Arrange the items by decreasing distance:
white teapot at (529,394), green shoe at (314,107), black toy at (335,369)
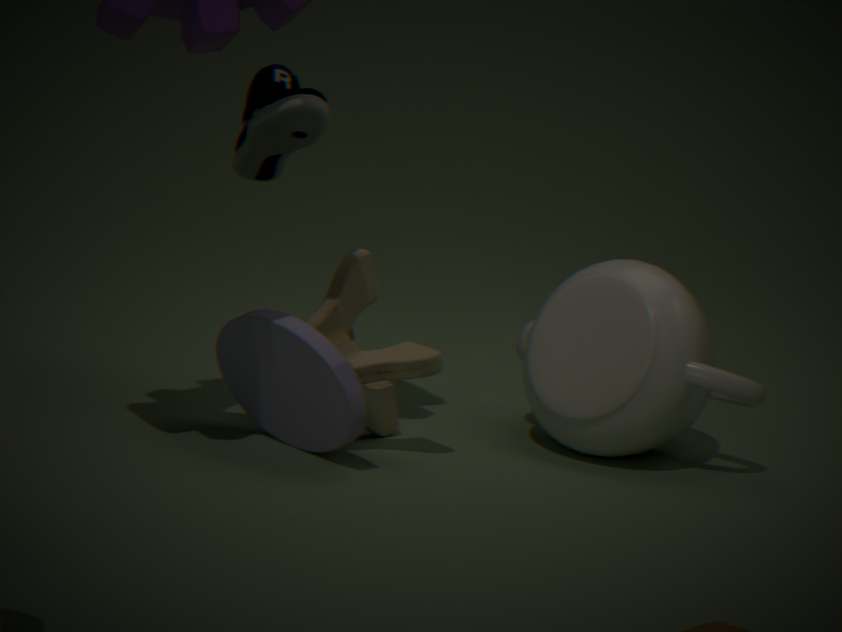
1. green shoe at (314,107)
2. white teapot at (529,394)
3. black toy at (335,369)
